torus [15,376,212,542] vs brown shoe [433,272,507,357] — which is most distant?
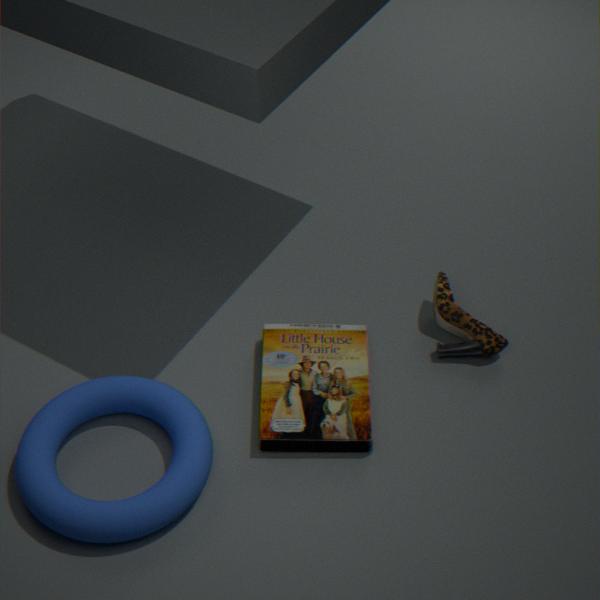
brown shoe [433,272,507,357]
